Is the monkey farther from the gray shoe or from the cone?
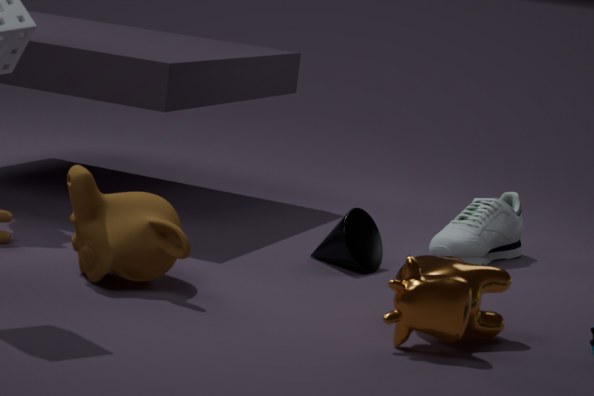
the gray shoe
